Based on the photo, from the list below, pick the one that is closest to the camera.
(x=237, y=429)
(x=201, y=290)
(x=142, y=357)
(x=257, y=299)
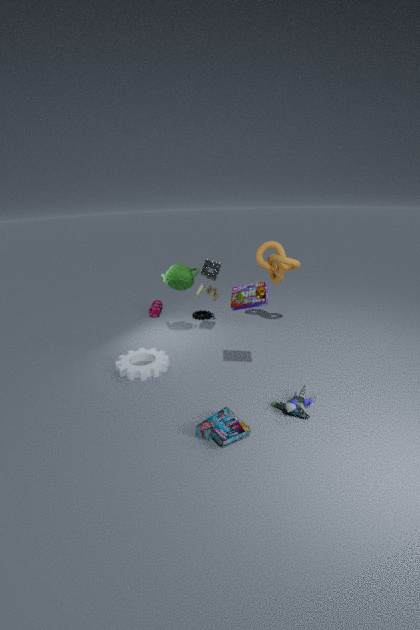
(x=237, y=429)
